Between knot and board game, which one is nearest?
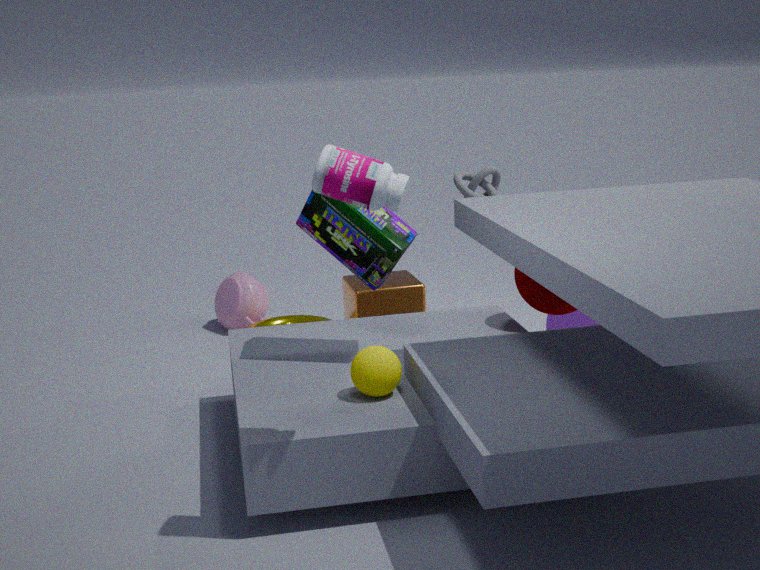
board game
